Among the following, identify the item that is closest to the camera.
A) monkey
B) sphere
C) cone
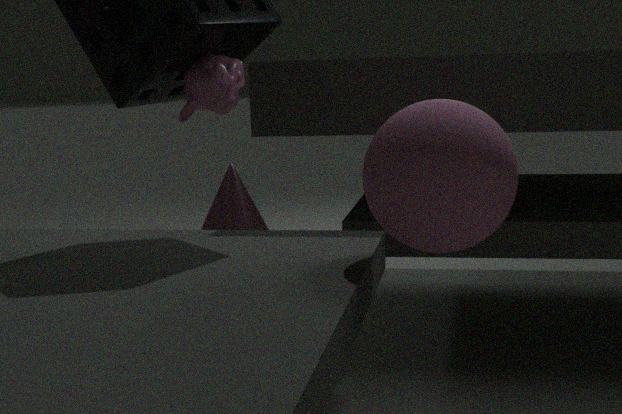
sphere
